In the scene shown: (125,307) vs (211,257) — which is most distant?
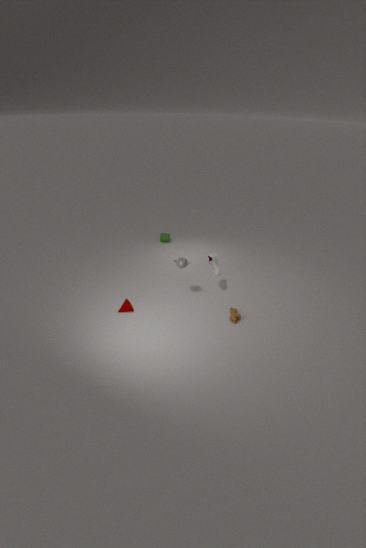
(211,257)
